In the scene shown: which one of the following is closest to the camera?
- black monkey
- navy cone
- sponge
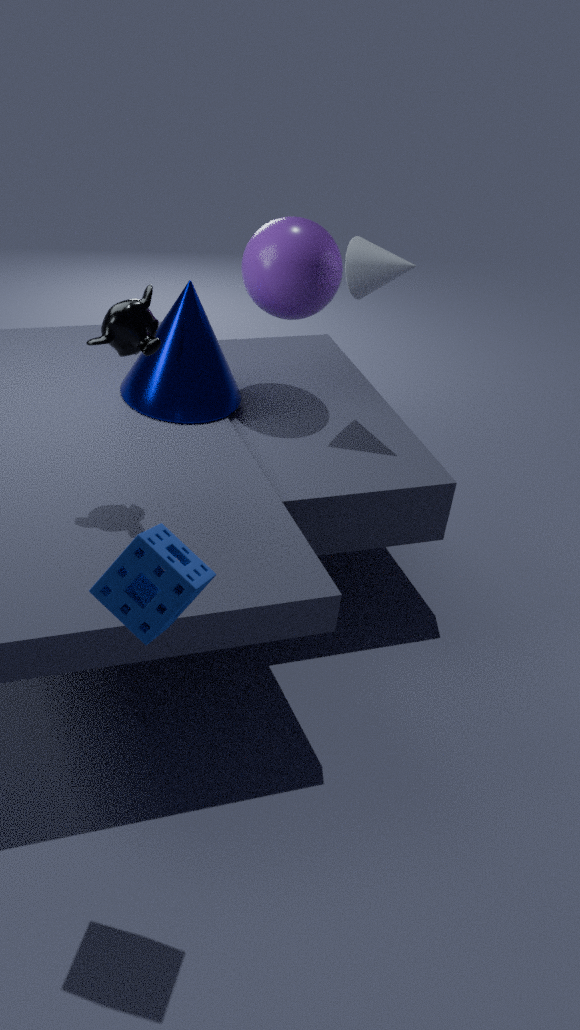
sponge
